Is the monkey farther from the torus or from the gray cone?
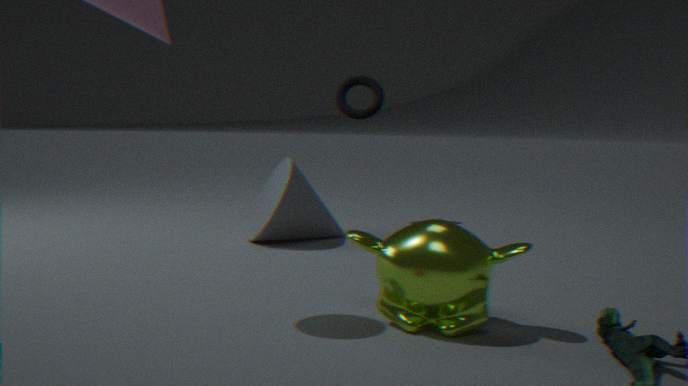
the torus
